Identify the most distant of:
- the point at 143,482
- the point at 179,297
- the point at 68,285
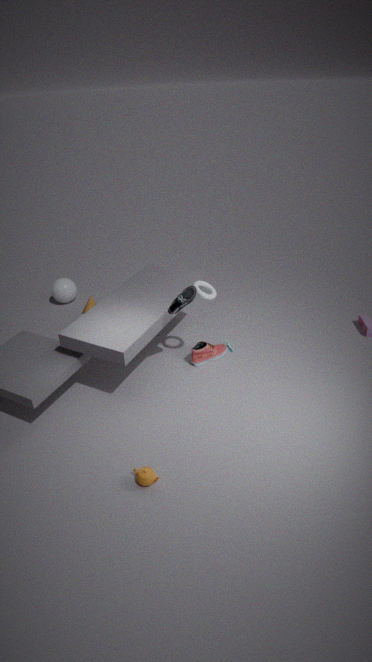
the point at 68,285
